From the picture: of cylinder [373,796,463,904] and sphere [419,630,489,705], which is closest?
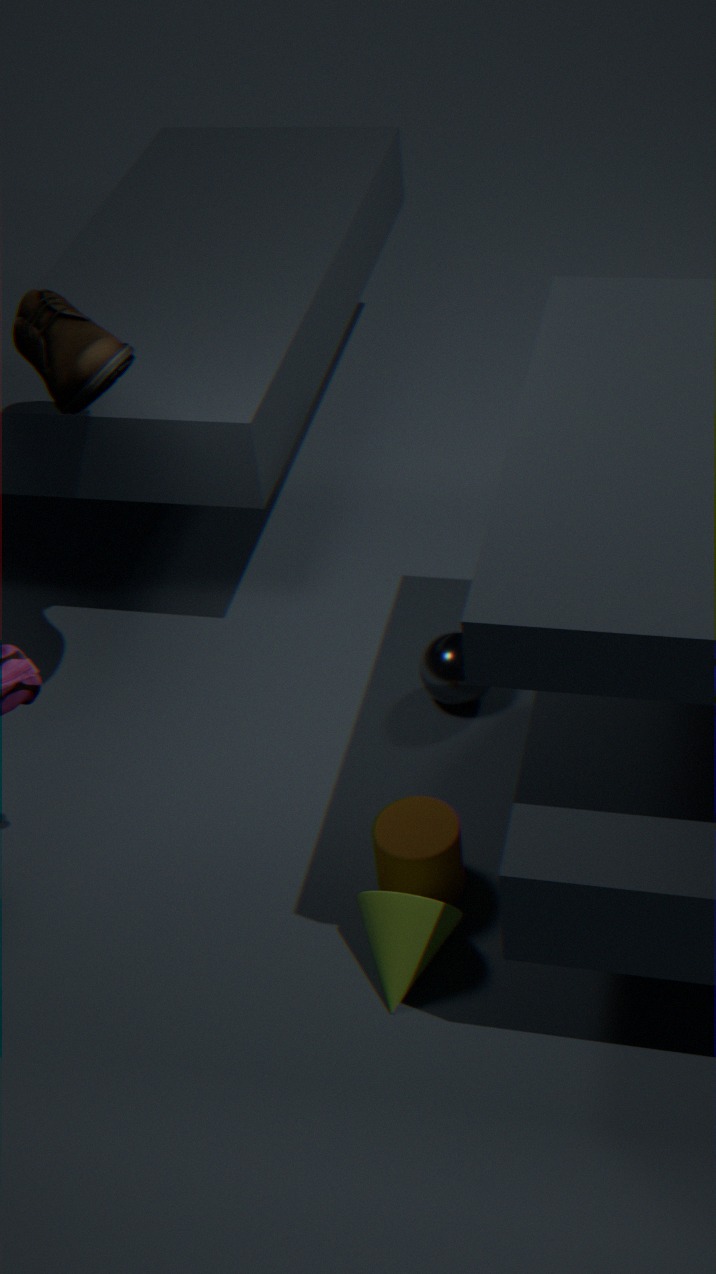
cylinder [373,796,463,904]
